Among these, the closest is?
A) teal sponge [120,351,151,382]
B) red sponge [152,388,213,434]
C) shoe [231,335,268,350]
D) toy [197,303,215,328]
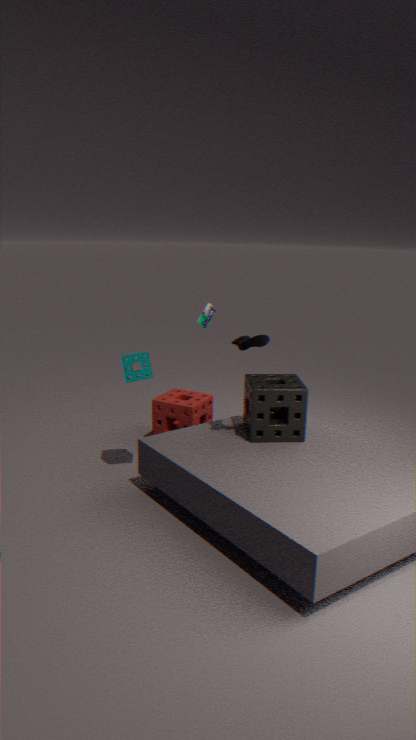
→ shoe [231,335,268,350]
